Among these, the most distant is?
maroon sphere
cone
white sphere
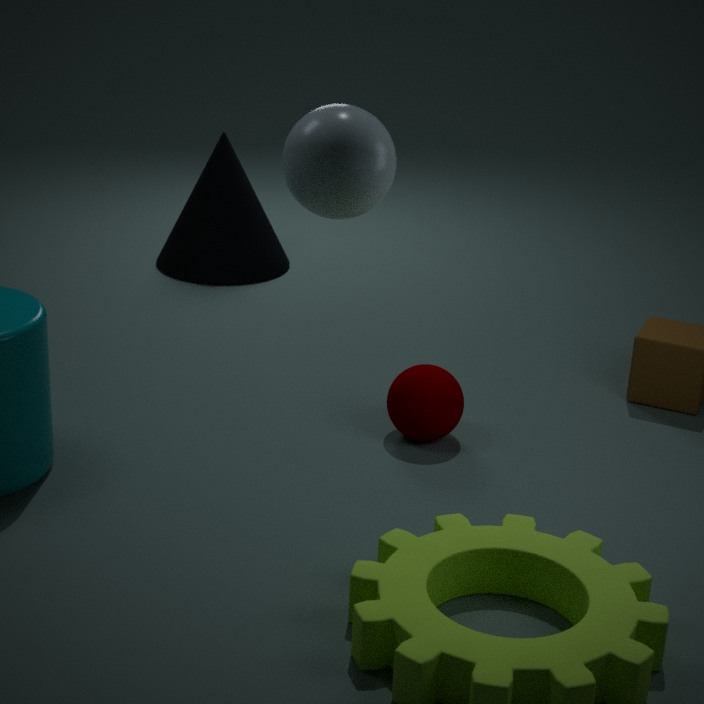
cone
